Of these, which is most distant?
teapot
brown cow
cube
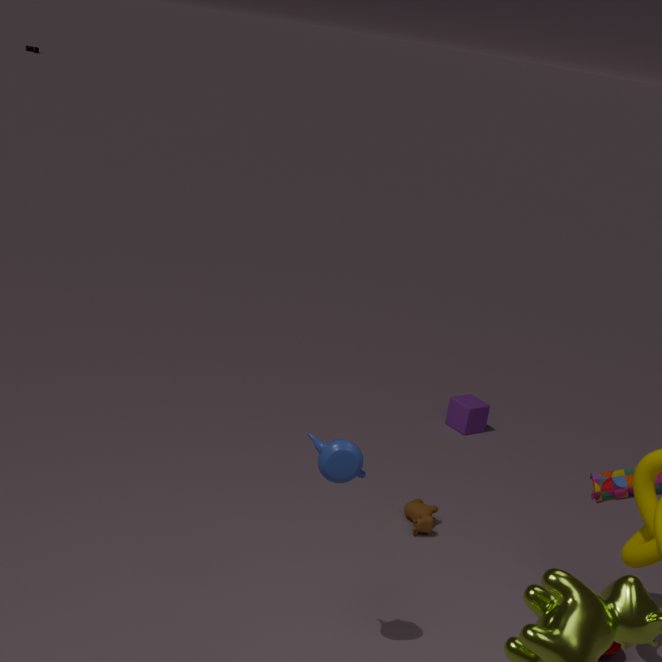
cube
